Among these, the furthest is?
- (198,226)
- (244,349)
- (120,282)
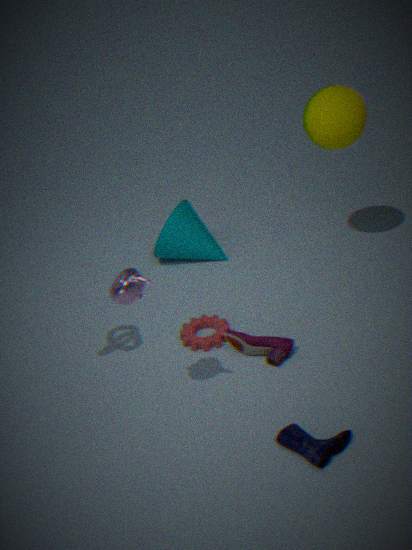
(198,226)
